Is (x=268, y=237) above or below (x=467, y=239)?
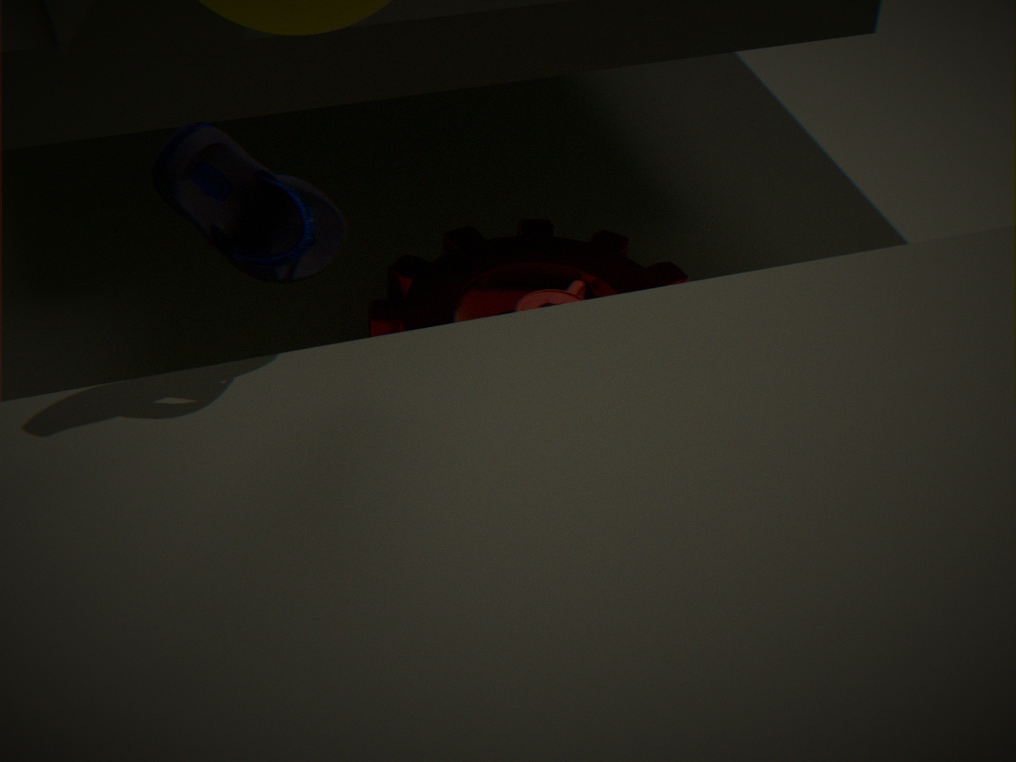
above
